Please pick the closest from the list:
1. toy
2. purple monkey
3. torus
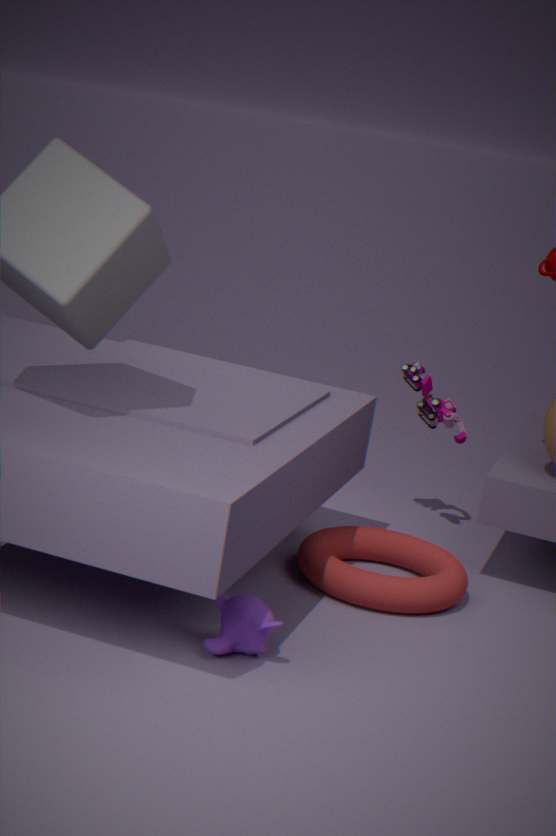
purple monkey
